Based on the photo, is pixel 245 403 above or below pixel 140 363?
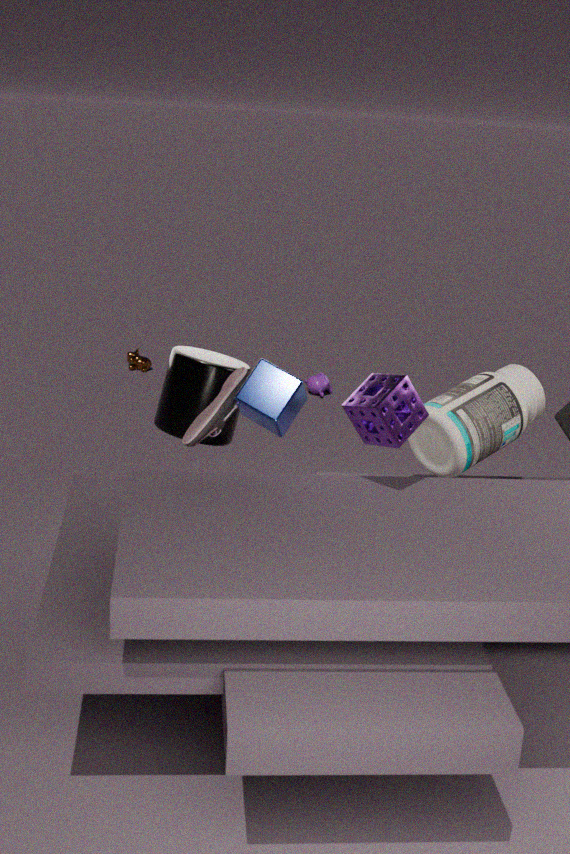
above
